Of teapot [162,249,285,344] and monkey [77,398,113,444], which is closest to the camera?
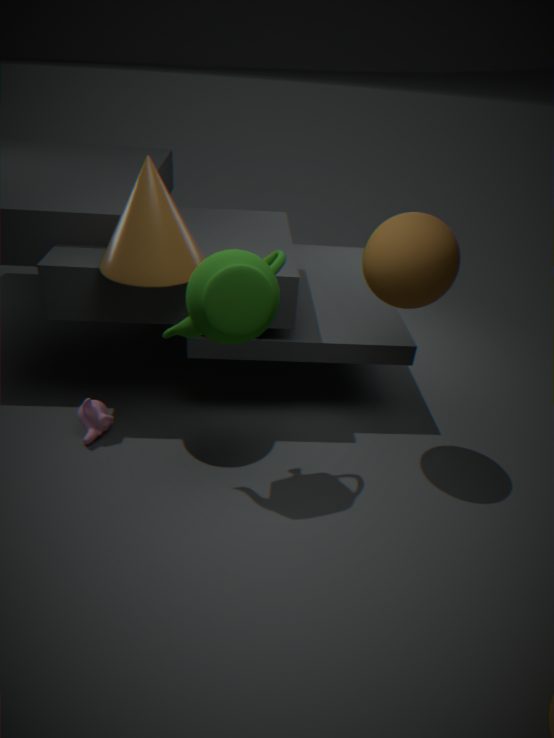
teapot [162,249,285,344]
